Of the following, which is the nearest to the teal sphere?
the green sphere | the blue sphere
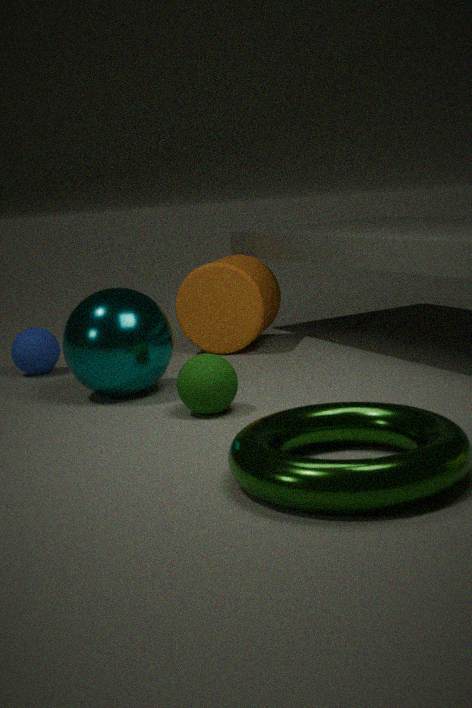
the green sphere
